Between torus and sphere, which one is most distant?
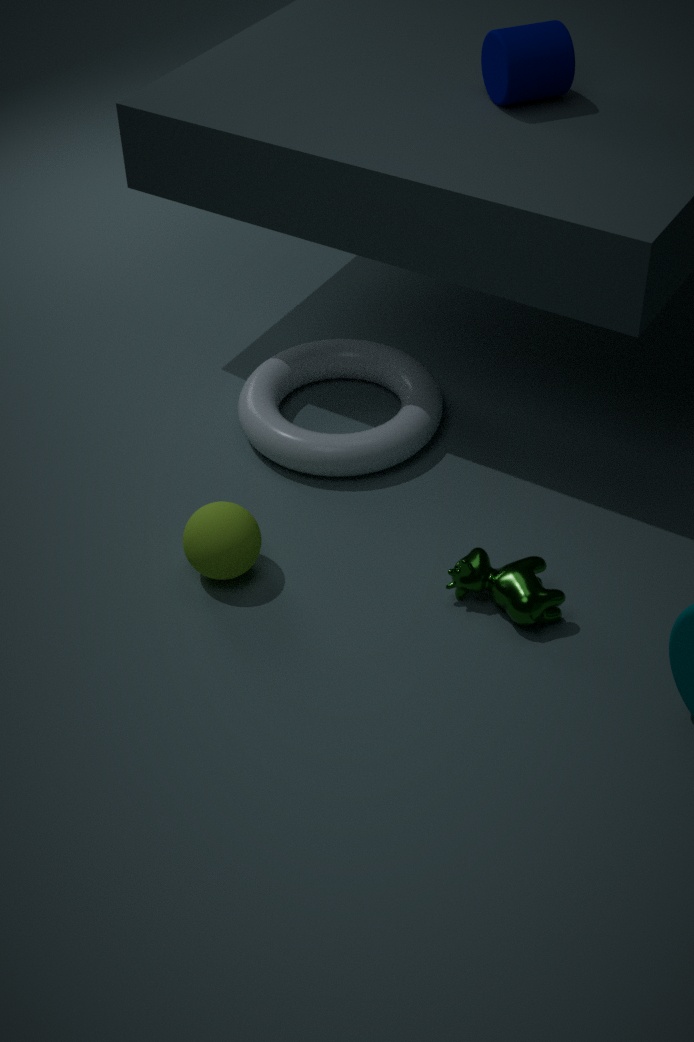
torus
